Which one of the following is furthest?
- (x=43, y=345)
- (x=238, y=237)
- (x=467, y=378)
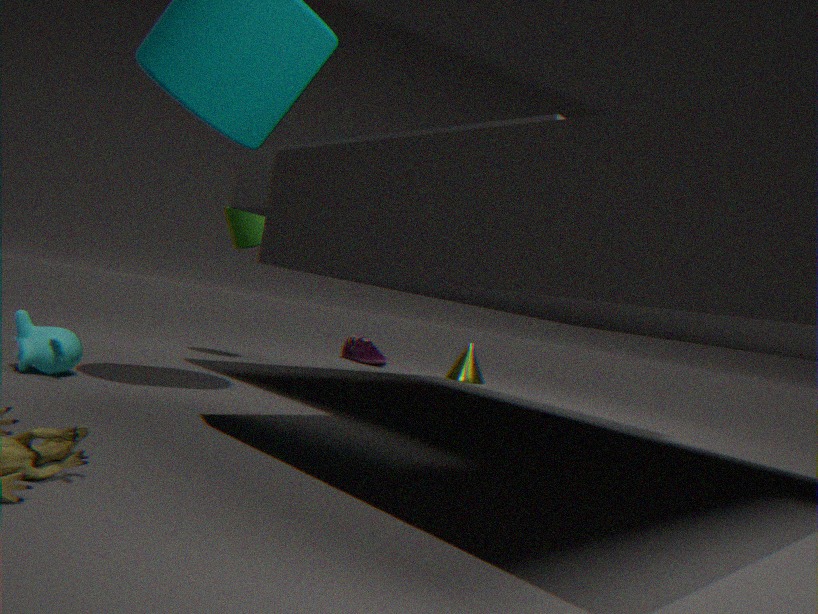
(x=467, y=378)
